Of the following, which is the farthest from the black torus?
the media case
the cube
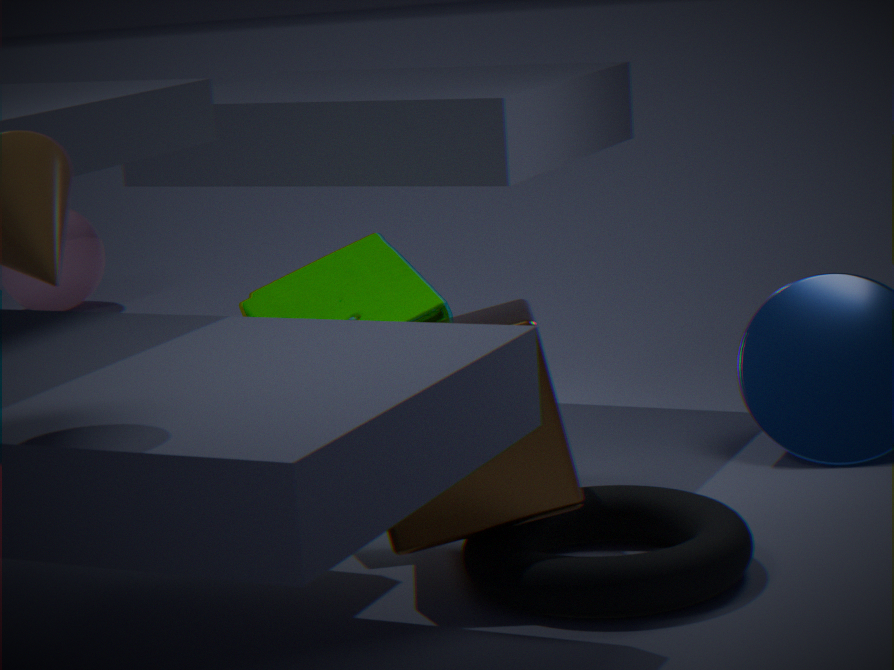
the media case
